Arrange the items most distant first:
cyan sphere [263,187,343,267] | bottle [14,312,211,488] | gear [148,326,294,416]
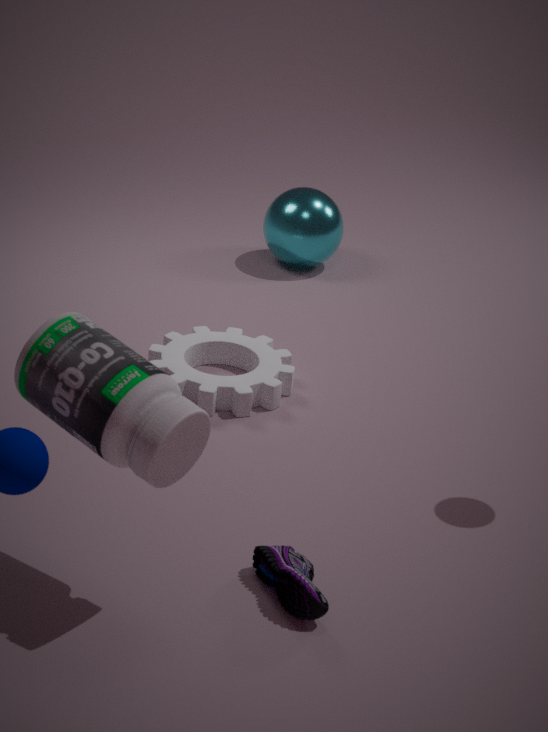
cyan sphere [263,187,343,267] < gear [148,326,294,416] < bottle [14,312,211,488]
